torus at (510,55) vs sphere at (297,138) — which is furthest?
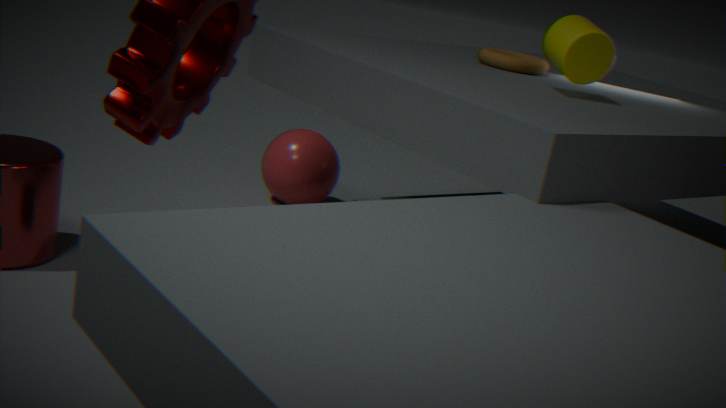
sphere at (297,138)
